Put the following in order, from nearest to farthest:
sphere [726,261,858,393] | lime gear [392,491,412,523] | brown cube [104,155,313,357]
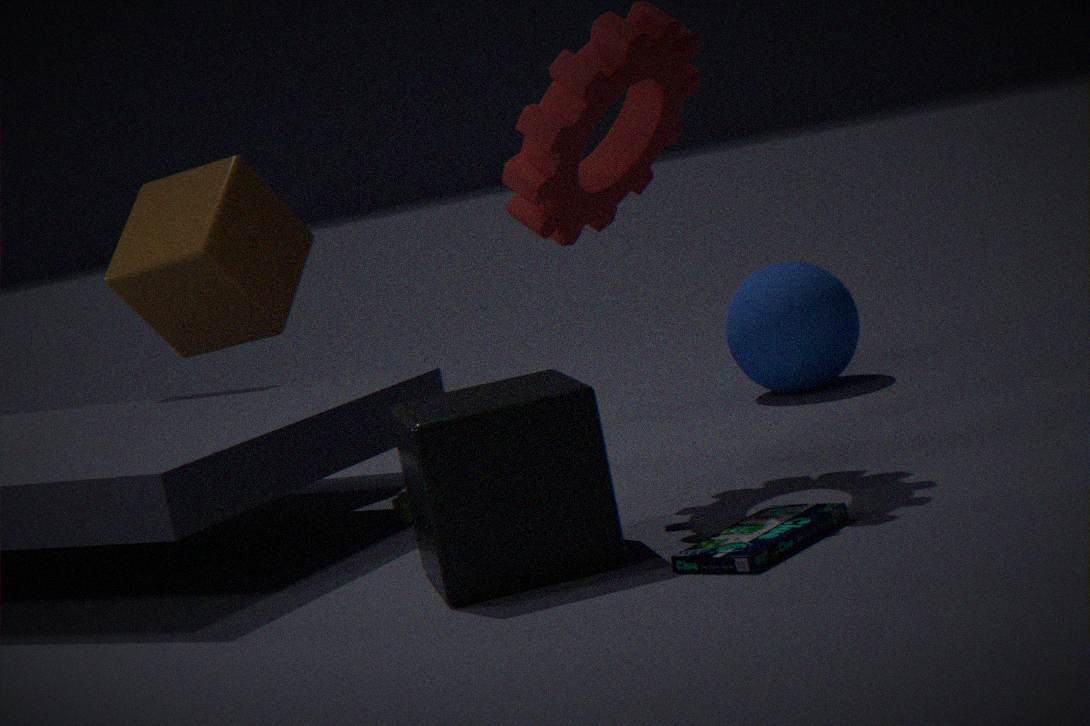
lime gear [392,491,412,523] → brown cube [104,155,313,357] → sphere [726,261,858,393]
